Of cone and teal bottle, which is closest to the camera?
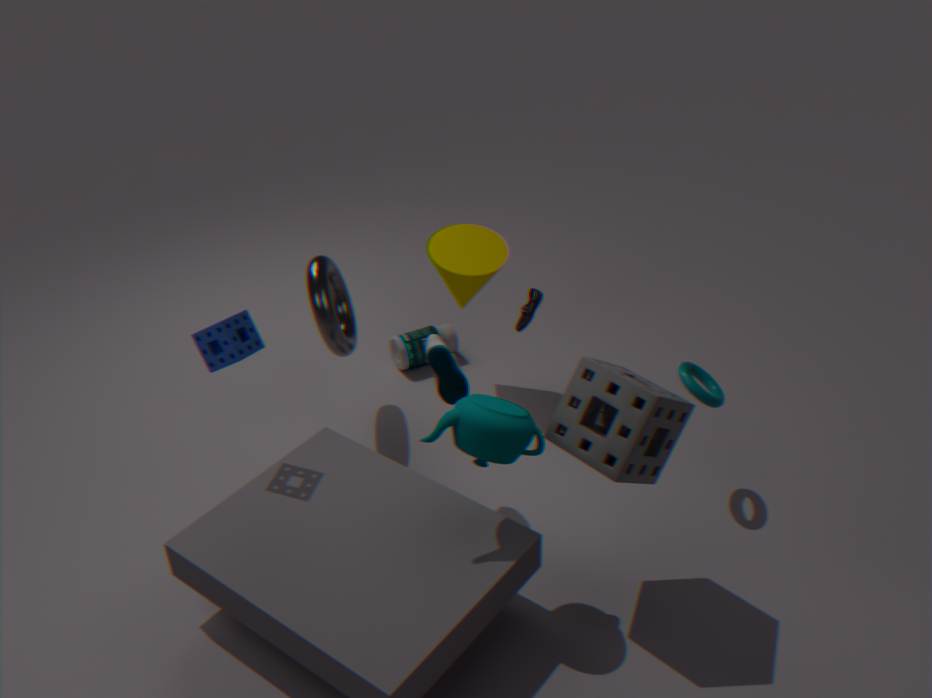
teal bottle
